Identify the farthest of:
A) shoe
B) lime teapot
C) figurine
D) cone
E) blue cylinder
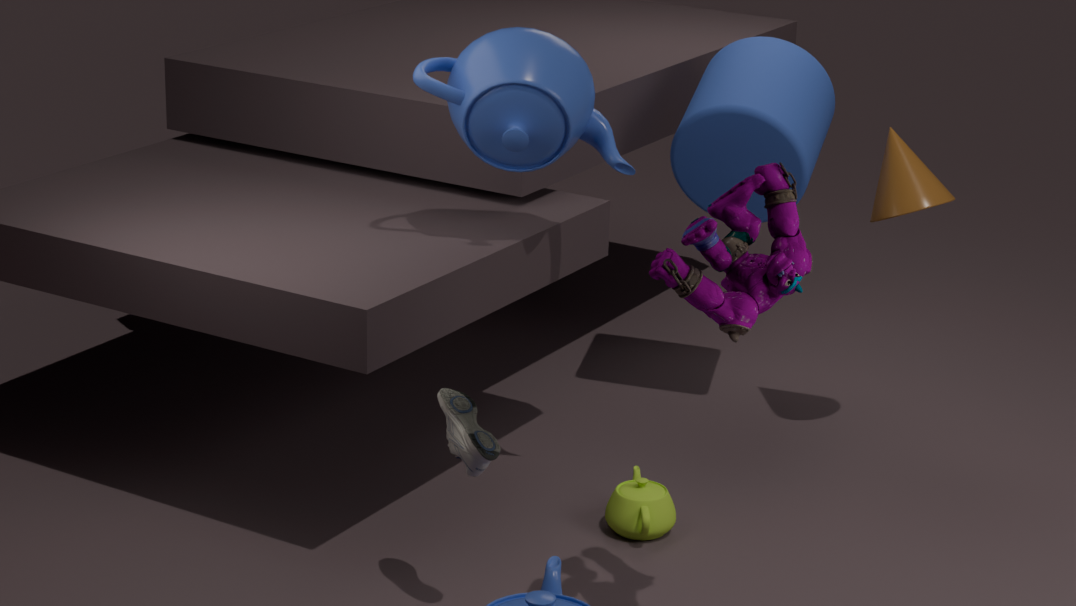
blue cylinder
